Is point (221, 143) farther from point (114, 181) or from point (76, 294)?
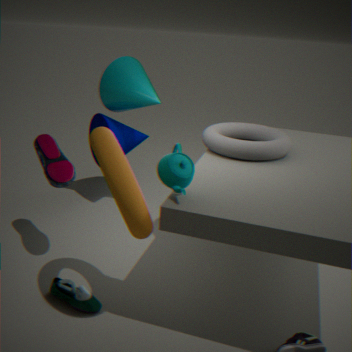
point (76, 294)
